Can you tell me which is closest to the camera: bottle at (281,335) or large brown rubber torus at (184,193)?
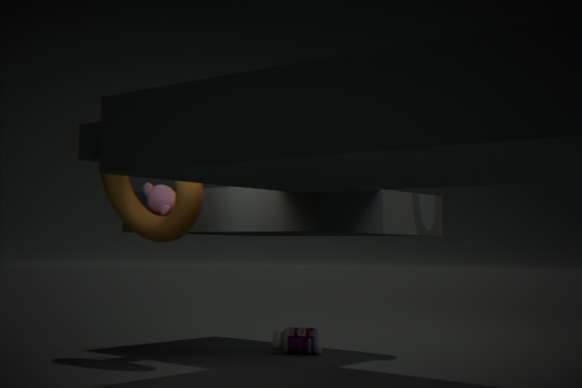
large brown rubber torus at (184,193)
